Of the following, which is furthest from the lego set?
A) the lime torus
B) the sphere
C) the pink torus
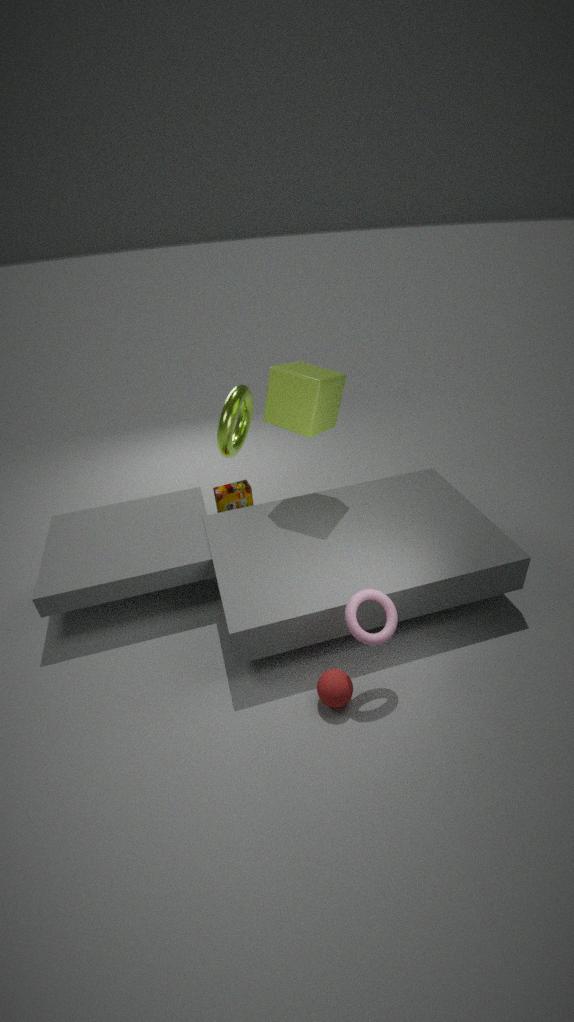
the sphere
